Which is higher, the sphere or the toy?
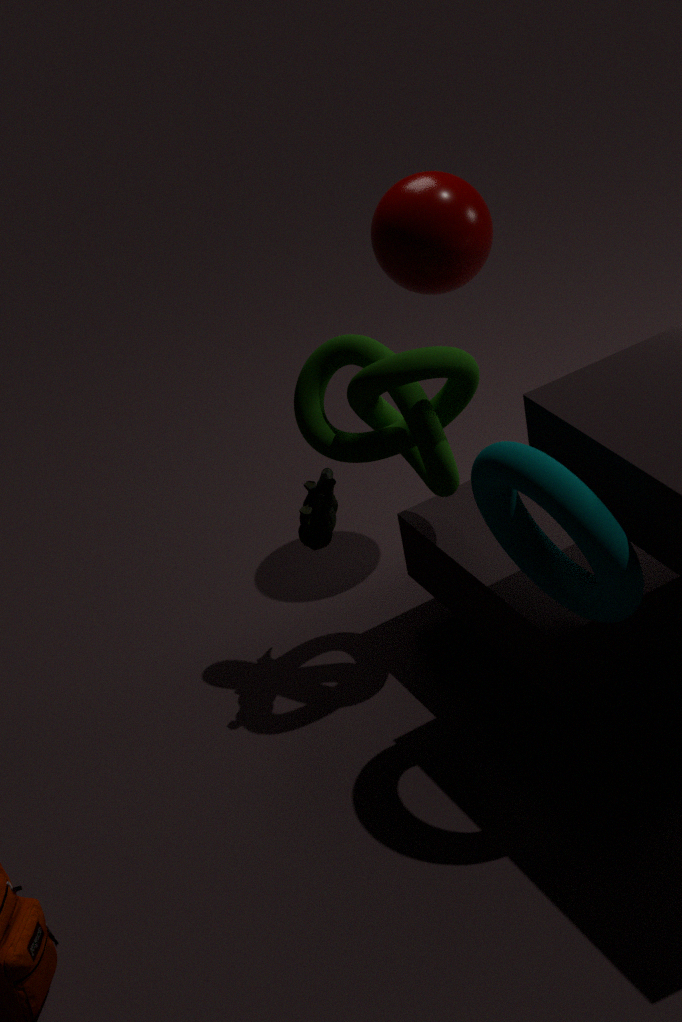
the sphere
